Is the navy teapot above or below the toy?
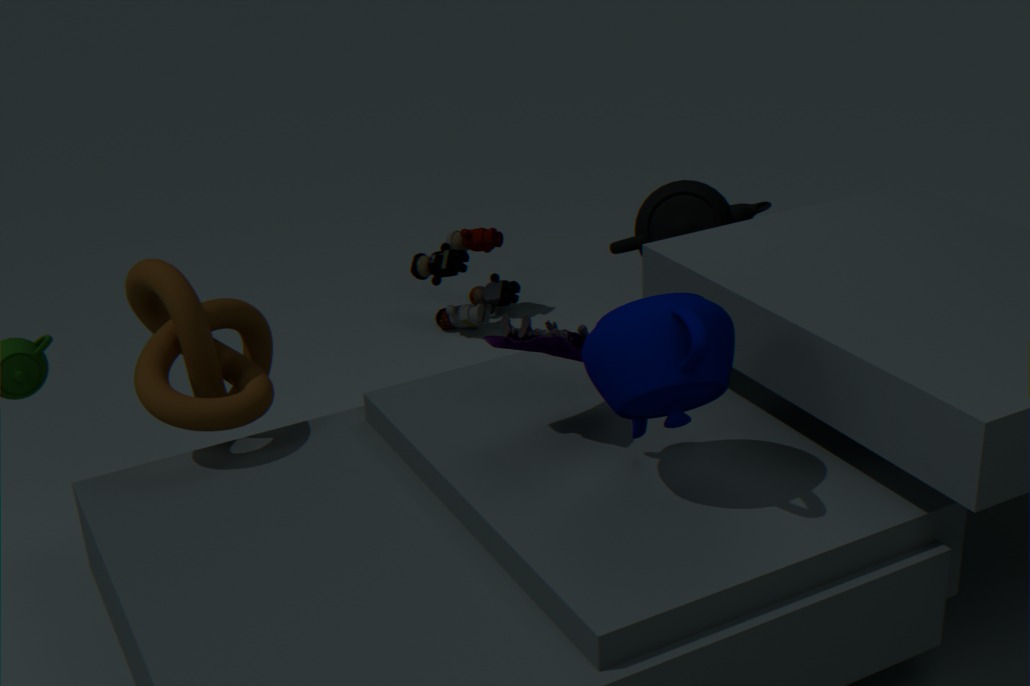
above
